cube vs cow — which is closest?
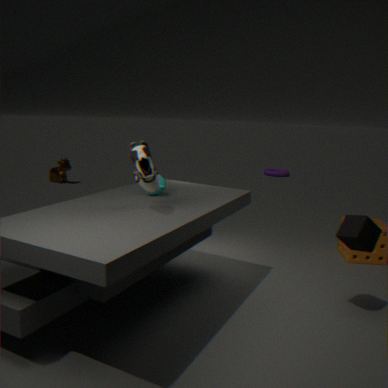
cube
